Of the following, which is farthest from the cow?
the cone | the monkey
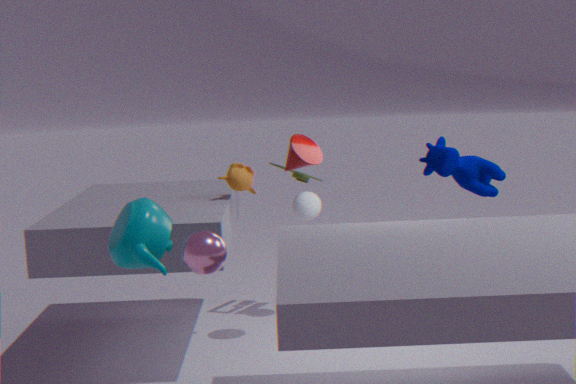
the monkey
